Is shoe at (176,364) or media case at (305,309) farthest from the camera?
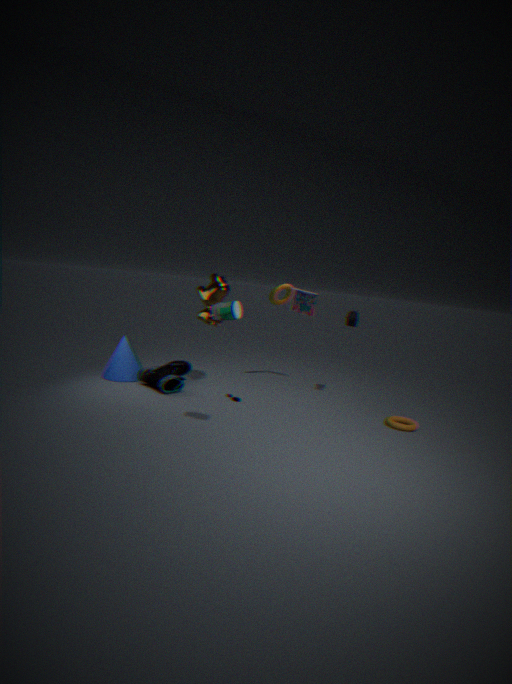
media case at (305,309)
